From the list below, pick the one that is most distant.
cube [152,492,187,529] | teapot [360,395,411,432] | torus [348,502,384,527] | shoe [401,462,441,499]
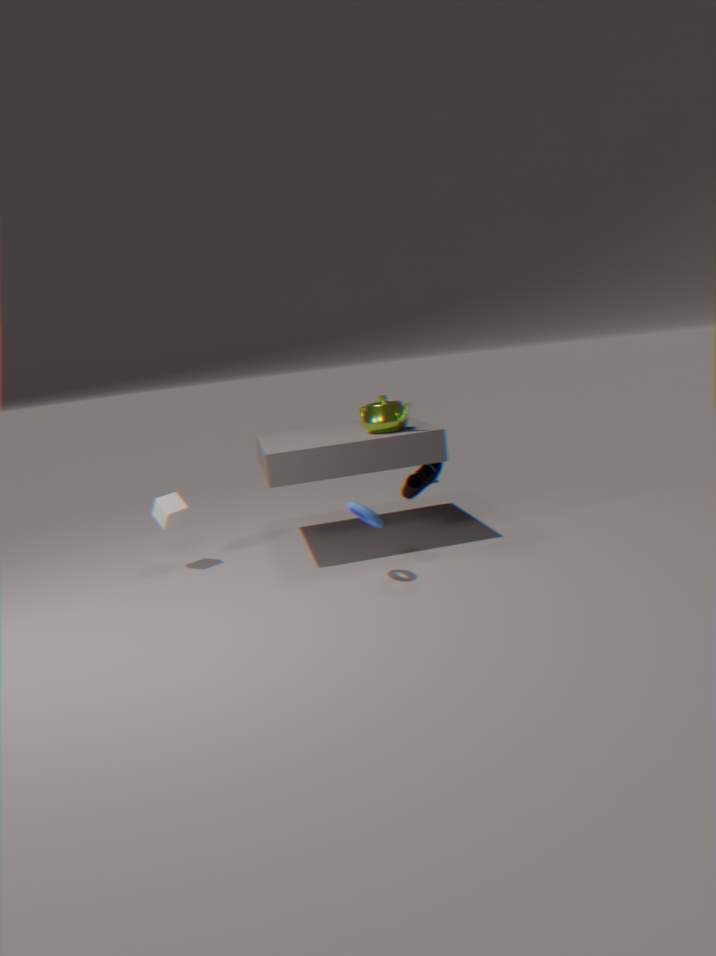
cube [152,492,187,529]
